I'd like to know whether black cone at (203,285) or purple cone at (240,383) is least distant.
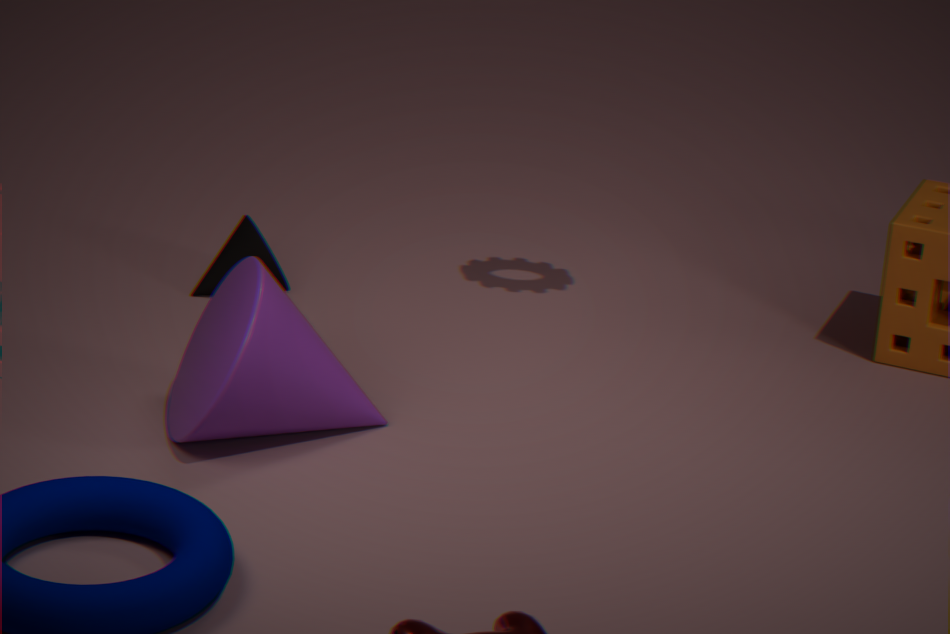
purple cone at (240,383)
